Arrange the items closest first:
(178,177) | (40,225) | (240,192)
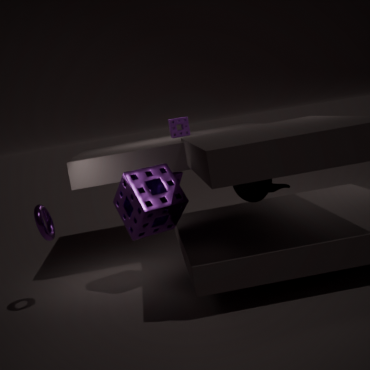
(40,225) → (240,192) → (178,177)
